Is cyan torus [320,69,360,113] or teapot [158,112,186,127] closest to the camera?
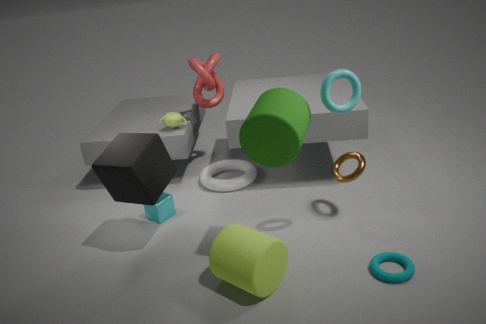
cyan torus [320,69,360,113]
